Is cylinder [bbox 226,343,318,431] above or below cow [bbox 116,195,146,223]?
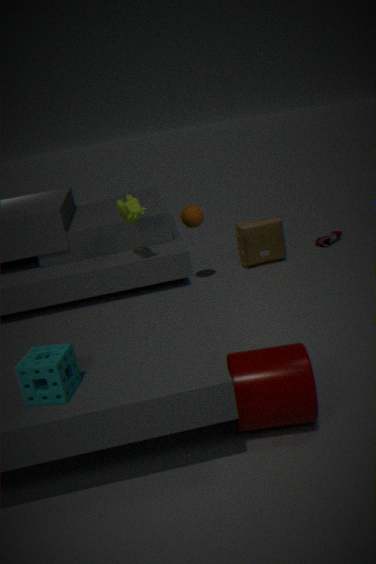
below
